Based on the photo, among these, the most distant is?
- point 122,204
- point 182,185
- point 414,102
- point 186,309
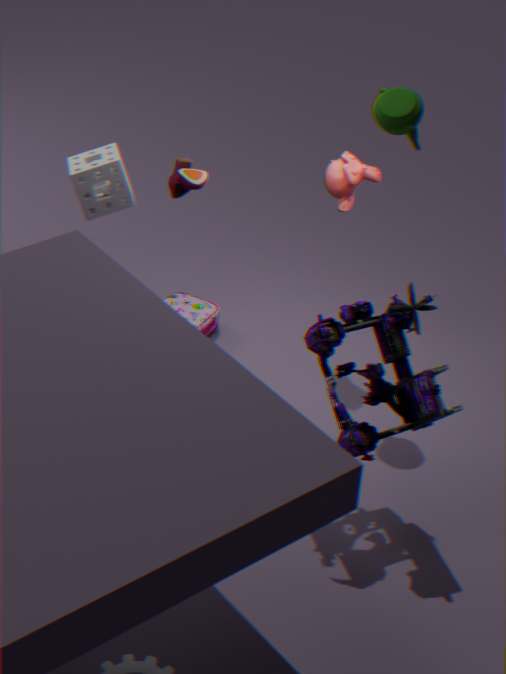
point 186,309
